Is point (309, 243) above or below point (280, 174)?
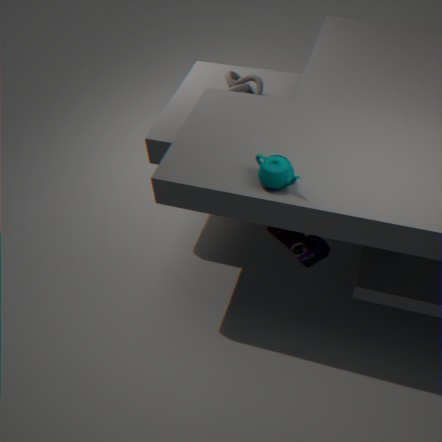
below
